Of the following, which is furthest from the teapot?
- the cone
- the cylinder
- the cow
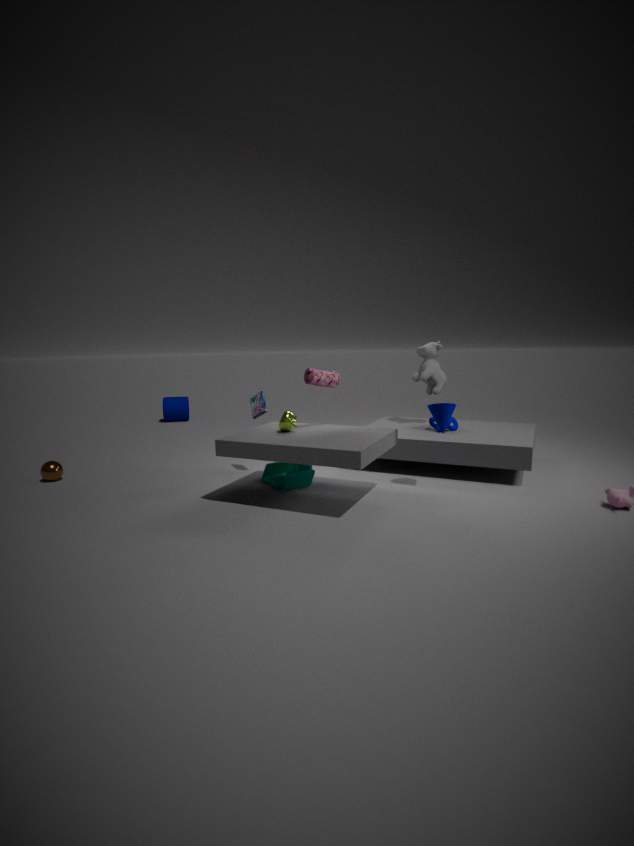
the cylinder
